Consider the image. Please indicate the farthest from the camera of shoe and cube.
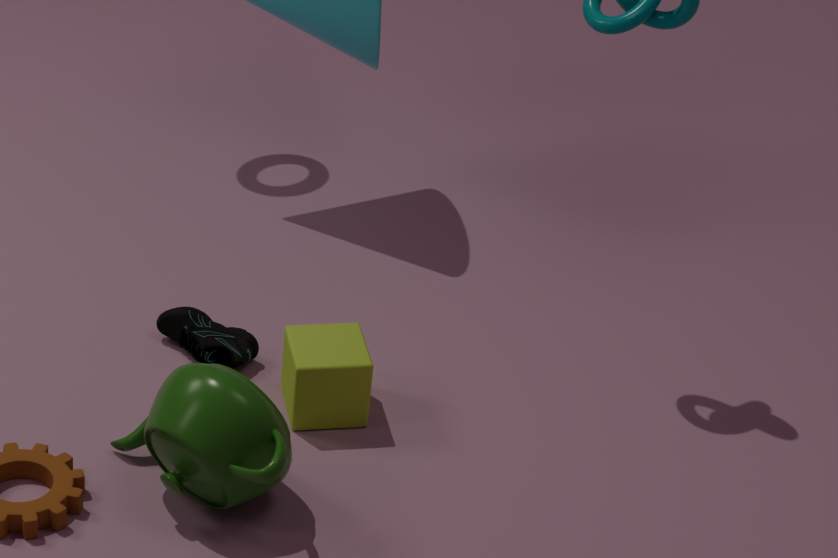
shoe
